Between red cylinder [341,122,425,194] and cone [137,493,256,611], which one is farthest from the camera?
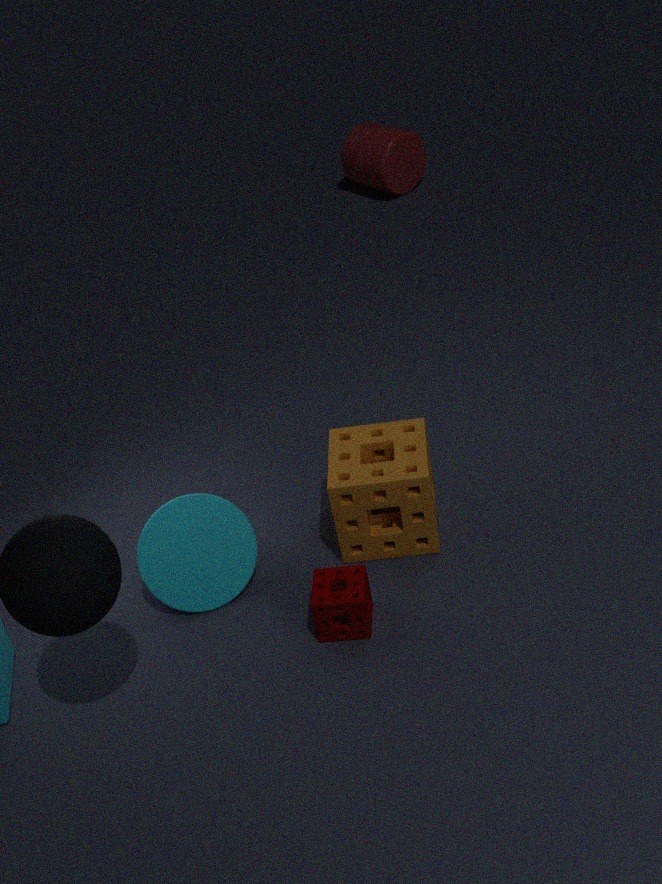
red cylinder [341,122,425,194]
